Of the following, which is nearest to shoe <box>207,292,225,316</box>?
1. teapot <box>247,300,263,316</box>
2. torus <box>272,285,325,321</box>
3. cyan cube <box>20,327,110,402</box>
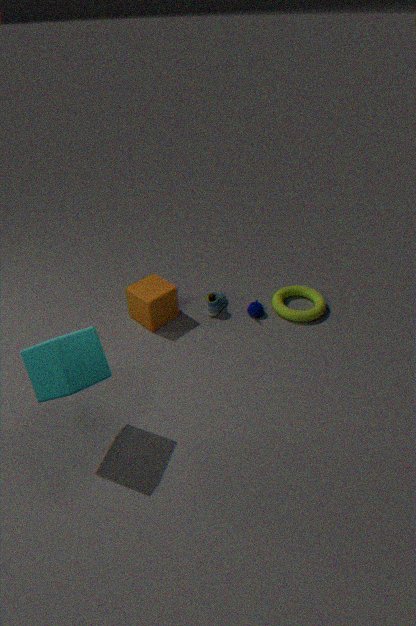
teapot <box>247,300,263,316</box>
